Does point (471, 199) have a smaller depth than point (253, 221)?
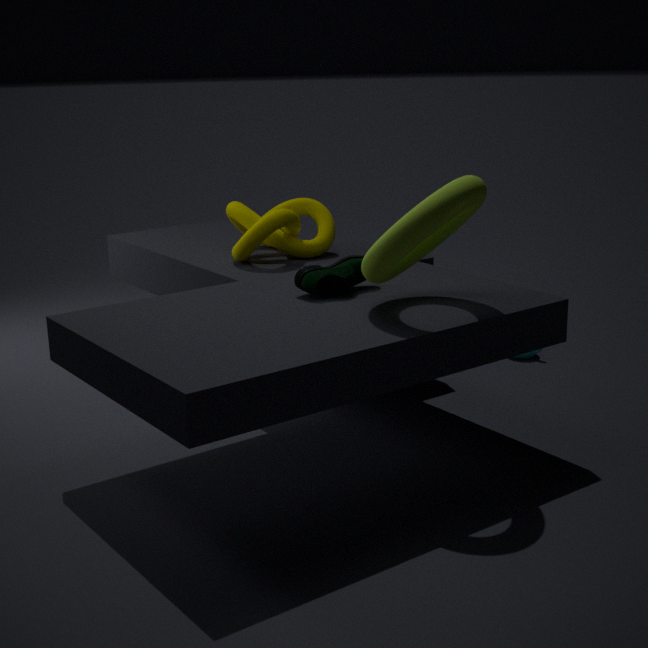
Yes
